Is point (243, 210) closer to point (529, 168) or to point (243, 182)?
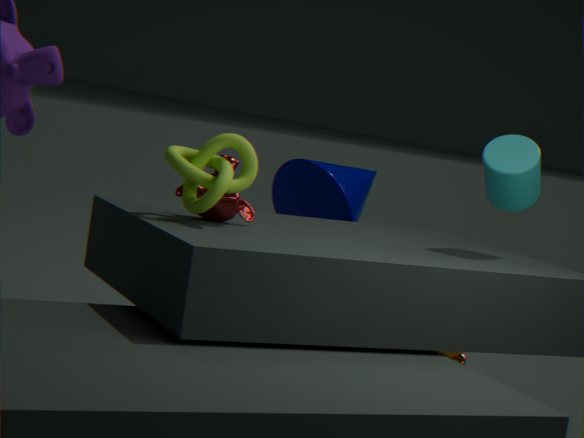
point (243, 182)
